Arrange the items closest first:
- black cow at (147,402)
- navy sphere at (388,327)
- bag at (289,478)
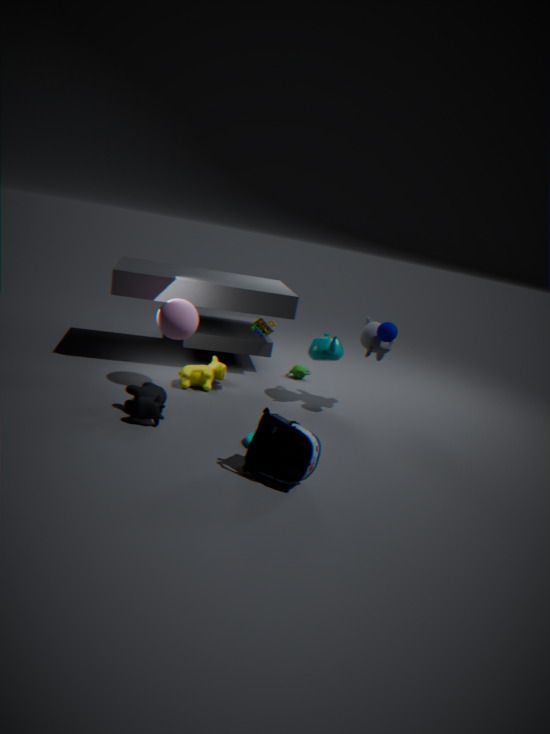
bag at (289,478)
black cow at (147,402)
navy sphere at (388,327)
